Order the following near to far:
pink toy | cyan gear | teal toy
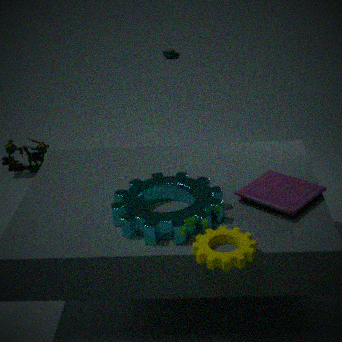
cyan gear, pink toy, teal toy
